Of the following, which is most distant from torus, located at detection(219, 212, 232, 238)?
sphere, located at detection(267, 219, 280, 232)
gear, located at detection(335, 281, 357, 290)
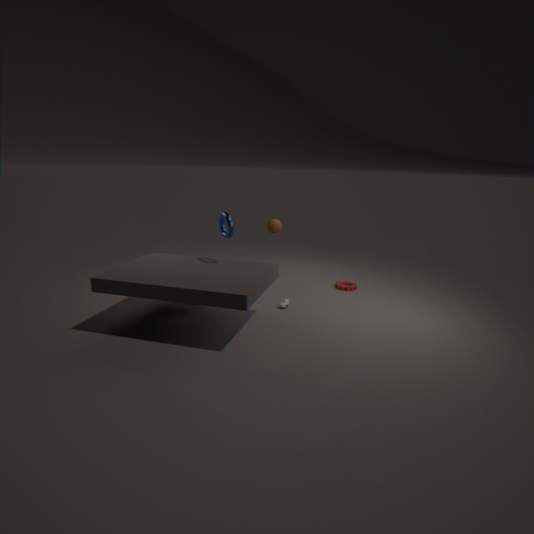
gear, located at detection(335, 281, 357, 290)
